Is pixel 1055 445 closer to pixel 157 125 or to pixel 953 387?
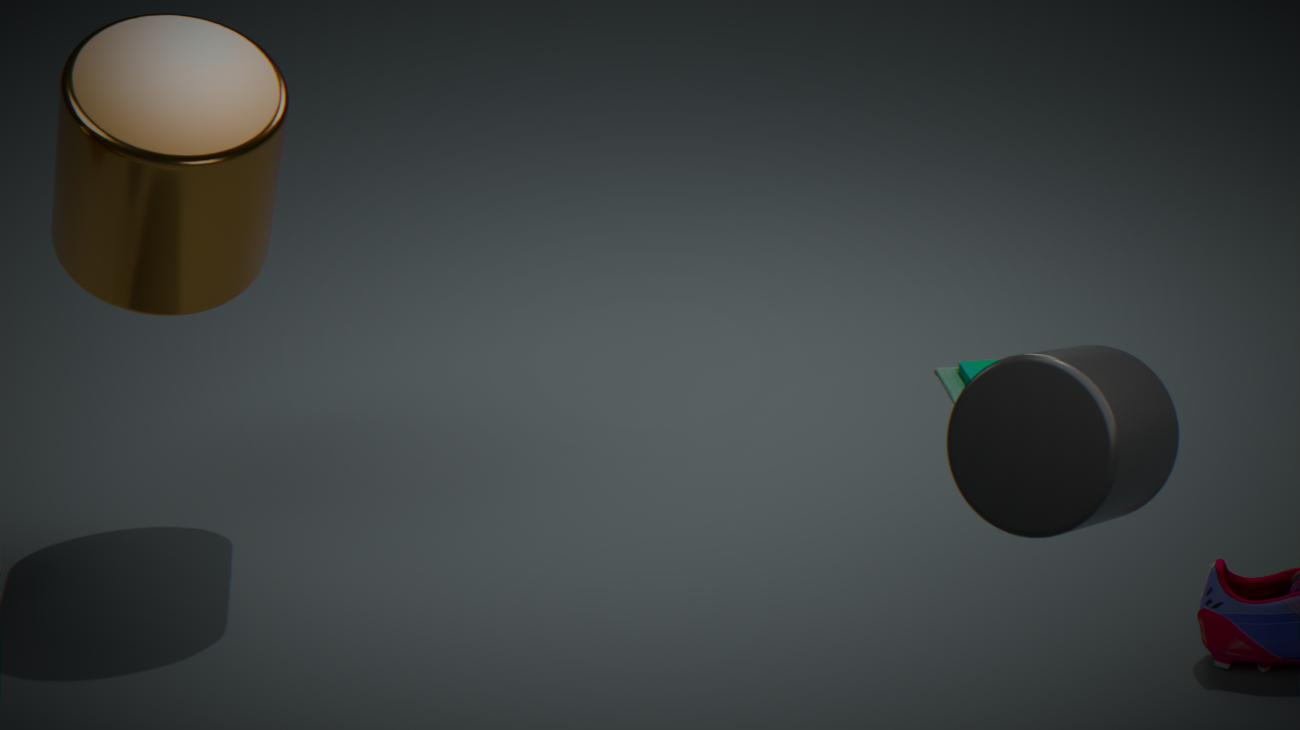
pixel 953 387
